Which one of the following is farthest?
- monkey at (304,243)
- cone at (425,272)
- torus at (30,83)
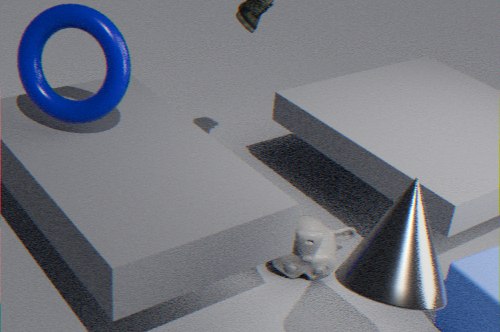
monkey at (304,243)
